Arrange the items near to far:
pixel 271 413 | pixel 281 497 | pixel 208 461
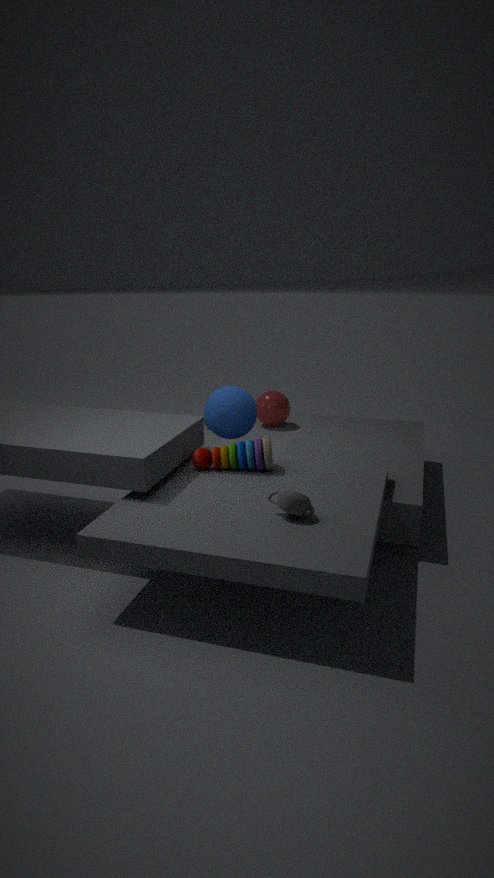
pixel 281 497
pixel 208 461
pixel 271 413
